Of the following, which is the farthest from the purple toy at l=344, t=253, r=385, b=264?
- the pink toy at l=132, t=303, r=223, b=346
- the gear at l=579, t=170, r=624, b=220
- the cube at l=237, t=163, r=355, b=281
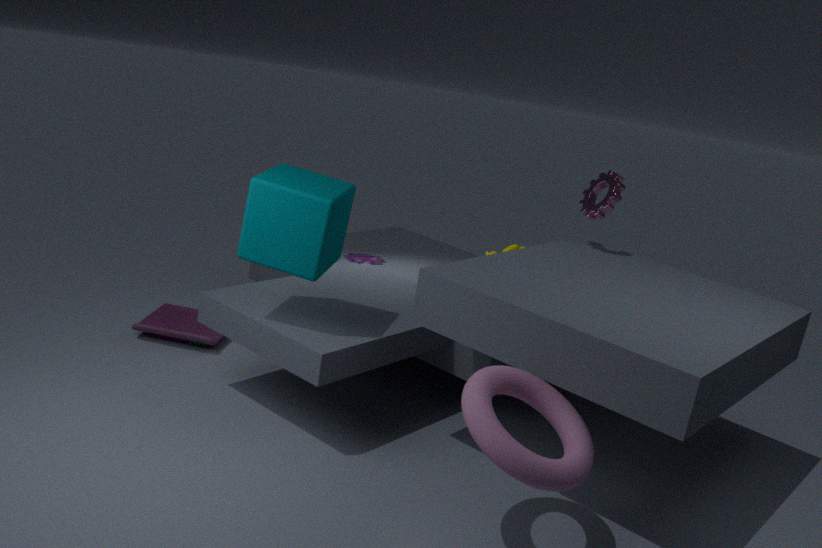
the gear at l=579, t=170, r=624, b=220
